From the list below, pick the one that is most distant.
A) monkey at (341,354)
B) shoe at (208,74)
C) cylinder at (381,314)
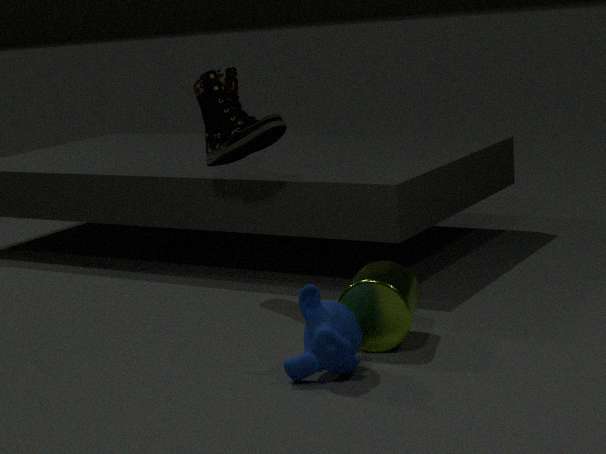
shoe at (208,74)
